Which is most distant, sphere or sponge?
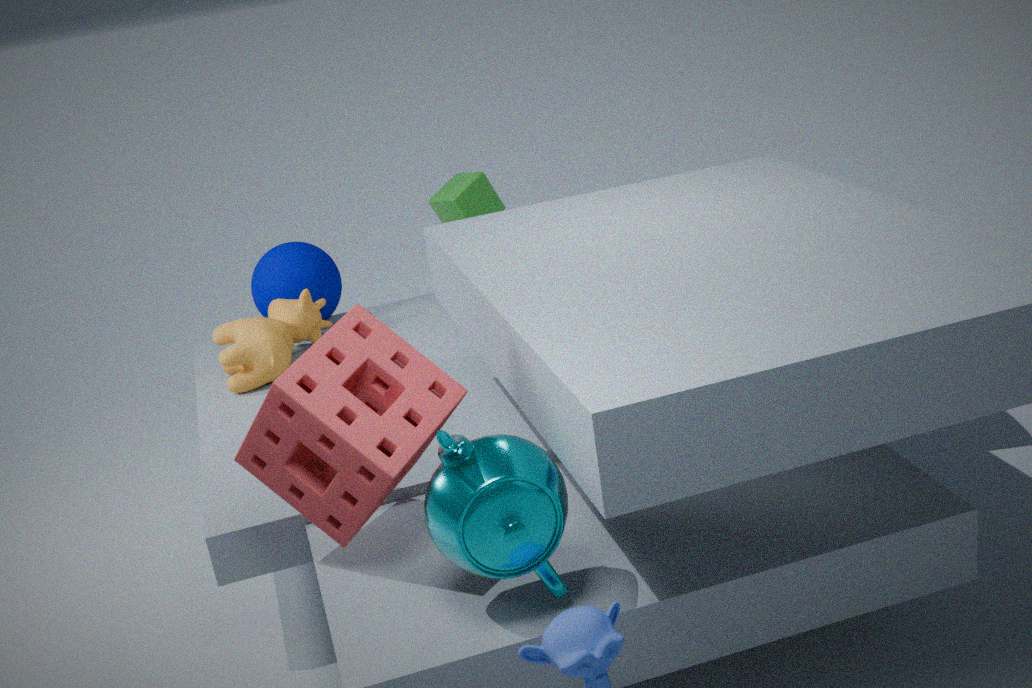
sphere
